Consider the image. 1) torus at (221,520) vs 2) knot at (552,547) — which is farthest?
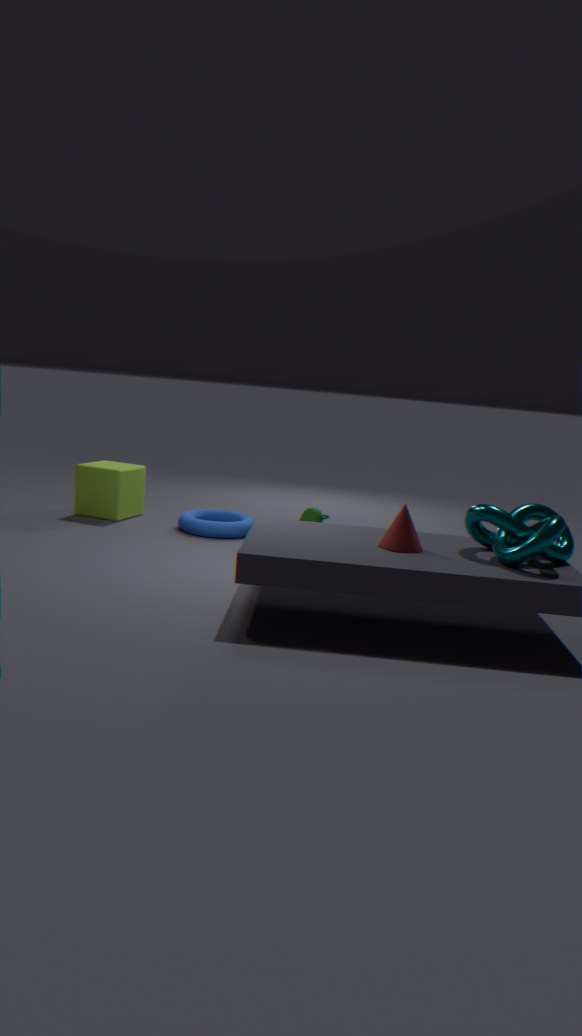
1. torus at (221,520)
